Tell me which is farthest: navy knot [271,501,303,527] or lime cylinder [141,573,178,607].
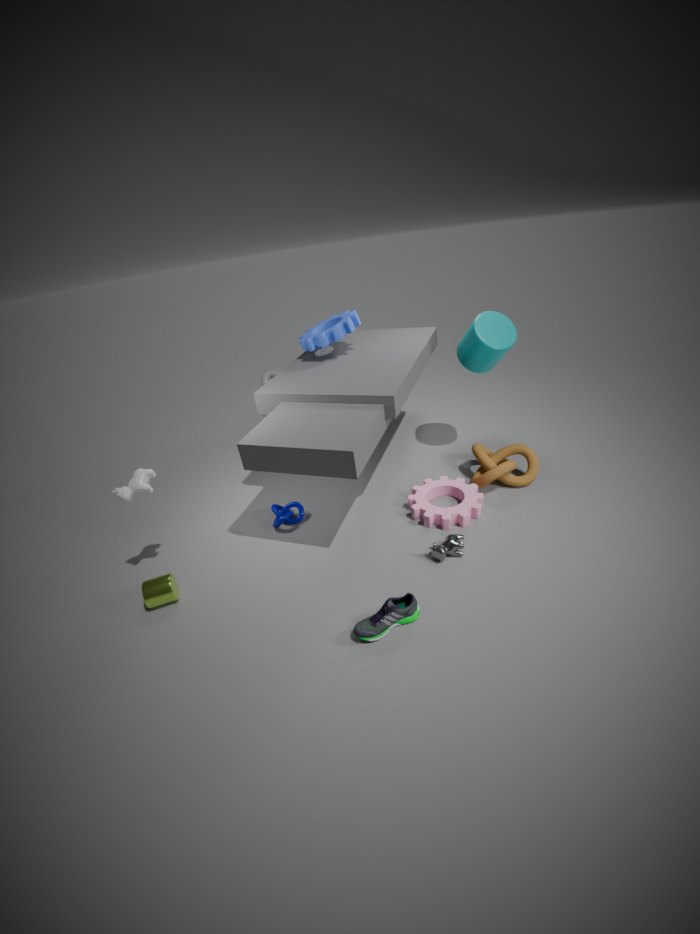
navy knot [271,501,303,527]
